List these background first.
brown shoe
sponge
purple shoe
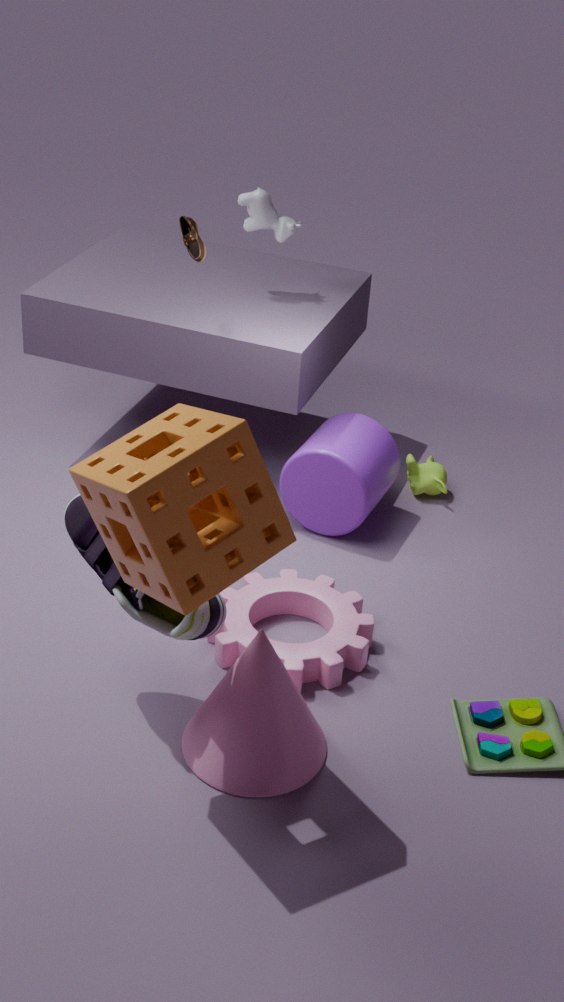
brown shoe < purple shoe < sponge
